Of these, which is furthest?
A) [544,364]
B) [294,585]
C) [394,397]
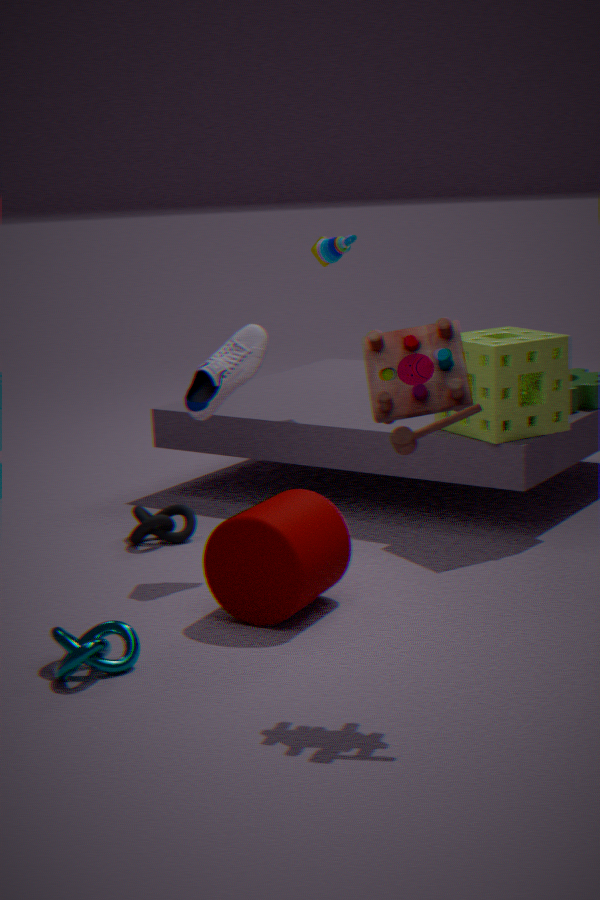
[544,364]
